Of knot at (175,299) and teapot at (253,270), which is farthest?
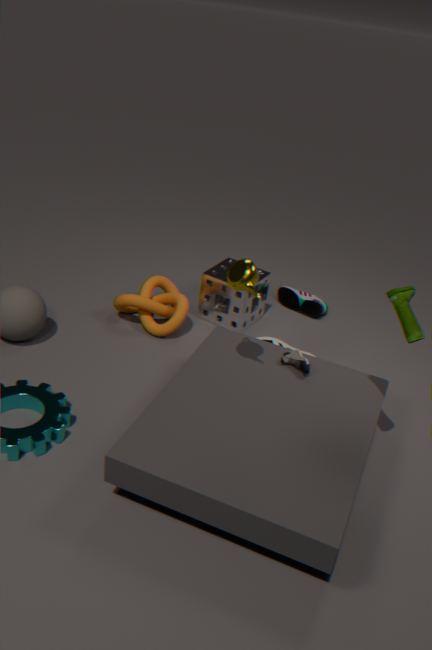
knot at (175,299)
